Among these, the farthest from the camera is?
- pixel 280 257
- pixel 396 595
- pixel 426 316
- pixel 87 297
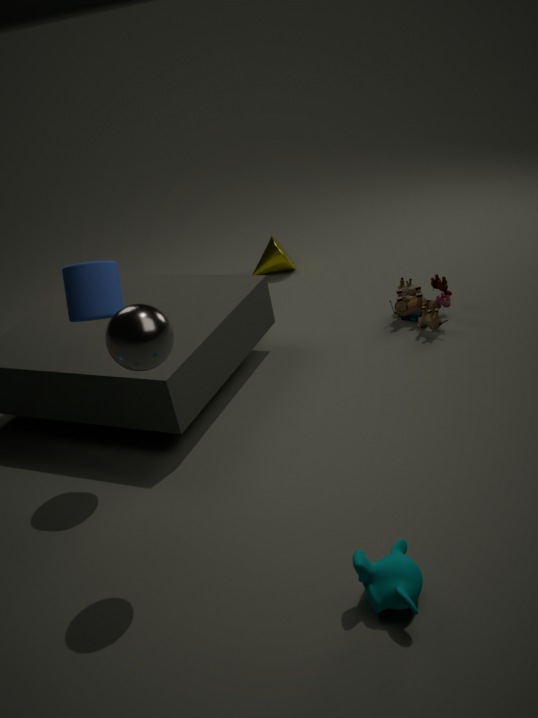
pixel 280 257
